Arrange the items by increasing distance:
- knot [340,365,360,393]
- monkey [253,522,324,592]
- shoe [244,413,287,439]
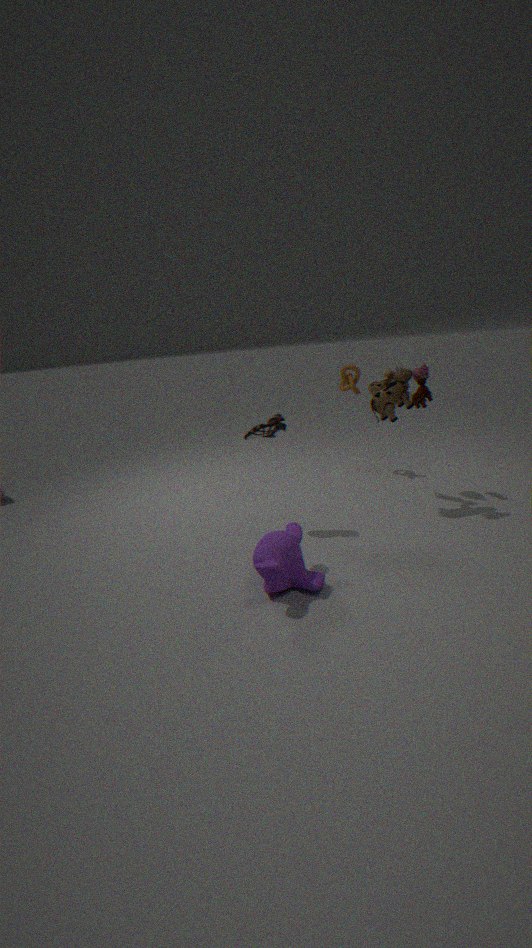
monkey [253,522,324,592] < shoe [244,413,287,439] < knot [340,365,360,393]
